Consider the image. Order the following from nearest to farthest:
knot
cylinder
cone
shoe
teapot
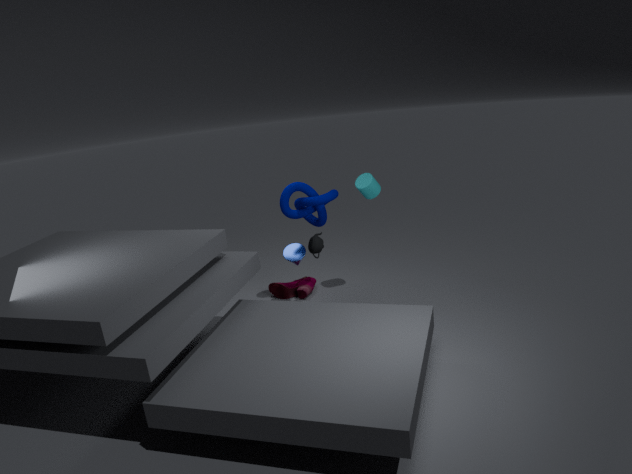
teapot → knot → cylinder → cone → shoe
